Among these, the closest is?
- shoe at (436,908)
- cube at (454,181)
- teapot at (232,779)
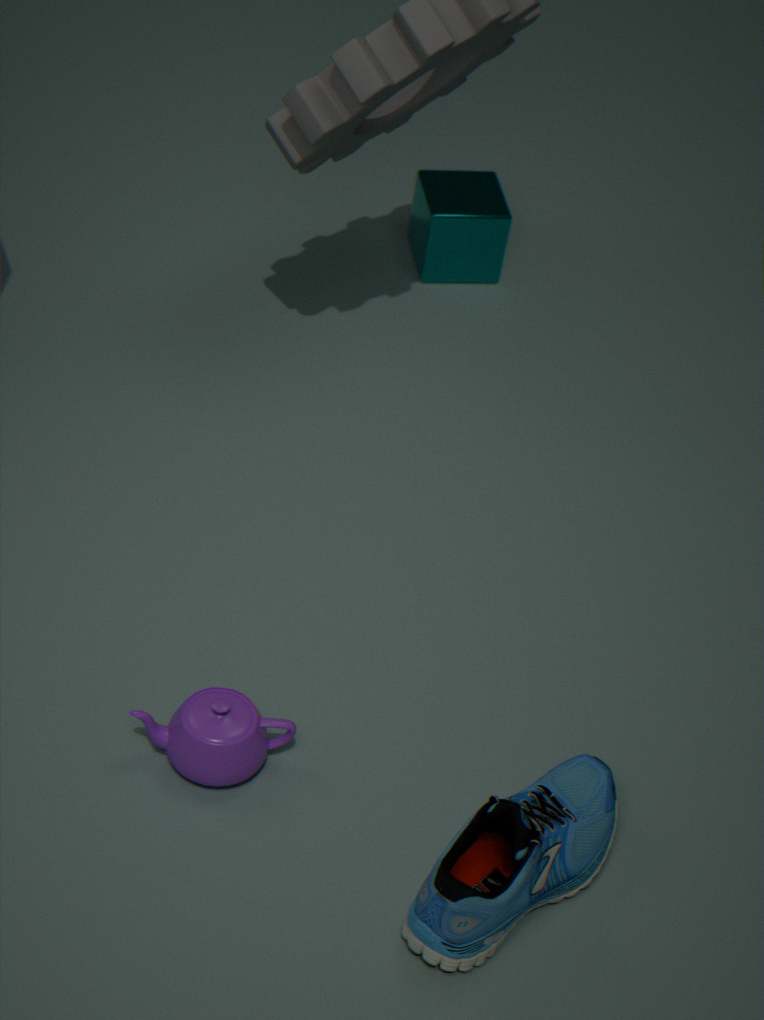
shoe at (436,908)
